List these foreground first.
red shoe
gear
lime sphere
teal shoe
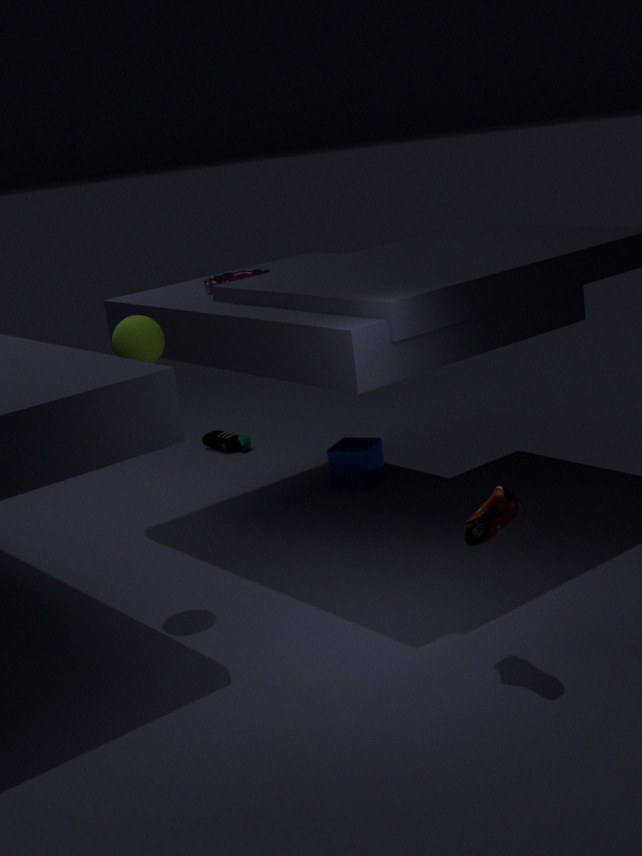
red shoe
lime sphere
gear
teal shoe
